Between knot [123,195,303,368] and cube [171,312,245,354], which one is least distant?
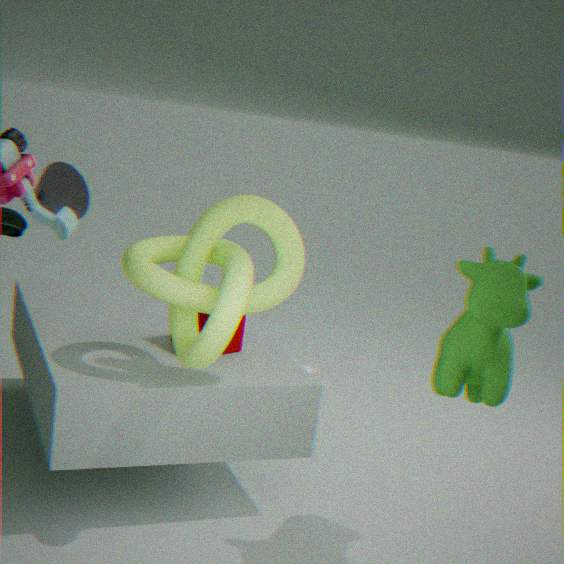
knot [123,195,303,368]
